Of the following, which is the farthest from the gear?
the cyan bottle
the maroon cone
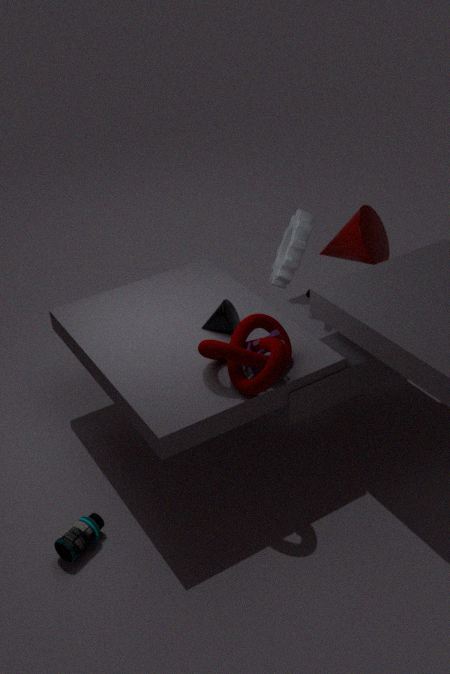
the cyan bottle
